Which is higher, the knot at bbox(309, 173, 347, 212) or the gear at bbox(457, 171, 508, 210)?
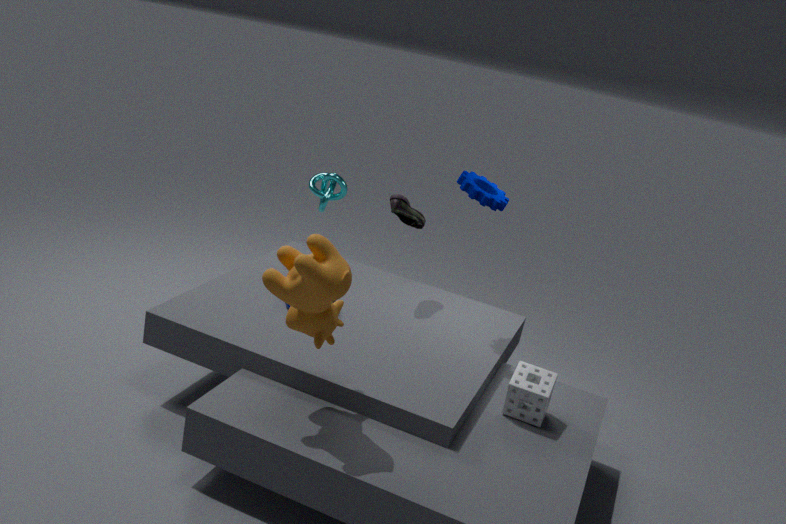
the gear at bbox(457, 171, 508, 210)
